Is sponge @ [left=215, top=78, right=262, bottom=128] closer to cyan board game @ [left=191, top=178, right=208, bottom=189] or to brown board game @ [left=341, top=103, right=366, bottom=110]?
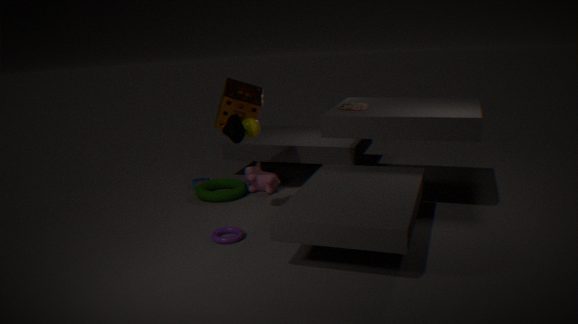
brown board game @ [left=341, top=103, right=366, bottom=110]
